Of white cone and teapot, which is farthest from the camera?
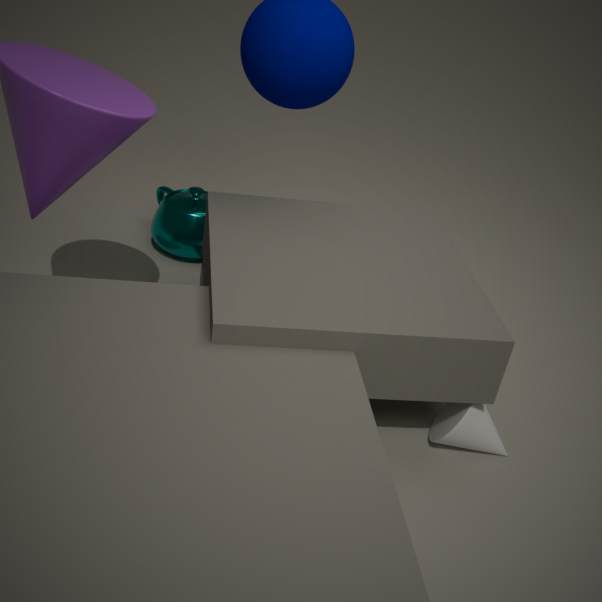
teapot
